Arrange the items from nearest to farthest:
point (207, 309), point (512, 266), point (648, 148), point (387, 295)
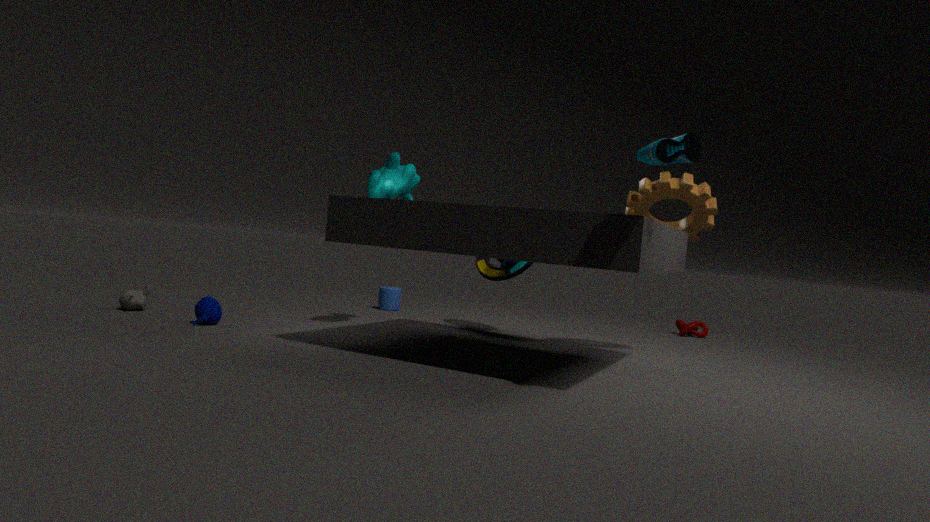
1. point (648, 148)
2. point (207, 309)
3. point (512, 266)
4. point (387, 295)
